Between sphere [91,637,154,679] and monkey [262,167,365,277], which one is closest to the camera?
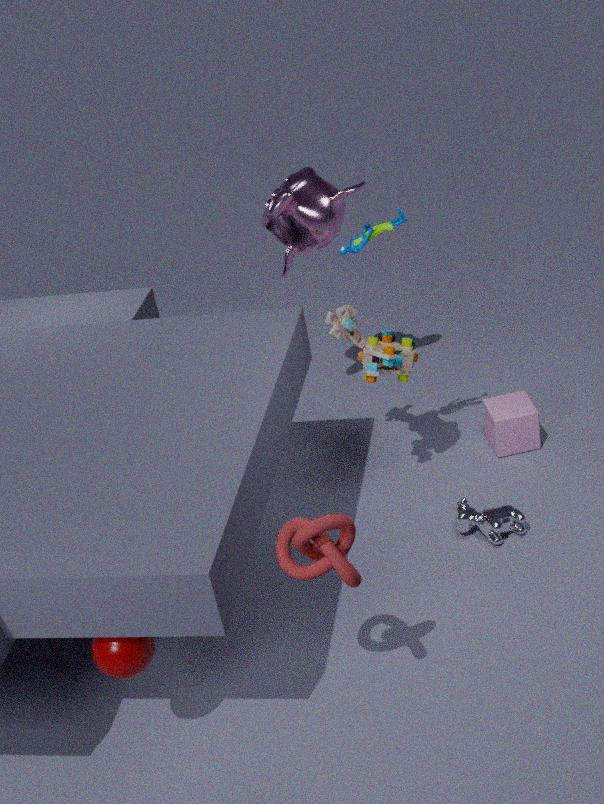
sphere [91,637,154,679]
